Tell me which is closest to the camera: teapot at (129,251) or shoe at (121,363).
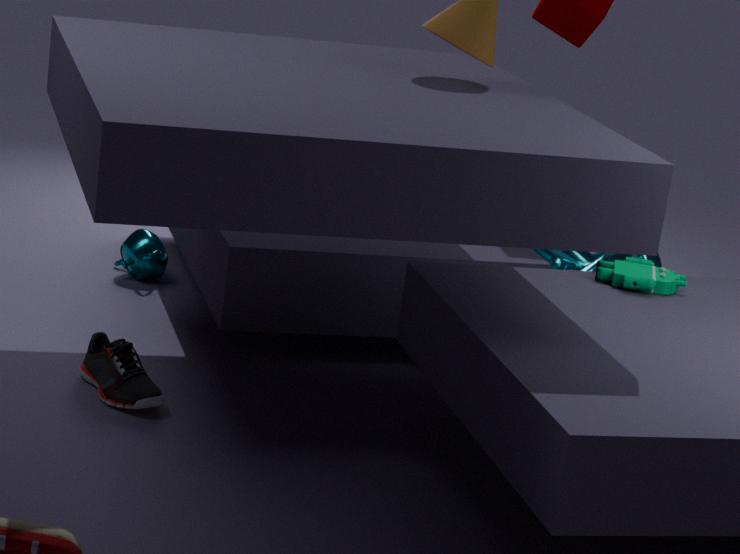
shoe at (121,363)
